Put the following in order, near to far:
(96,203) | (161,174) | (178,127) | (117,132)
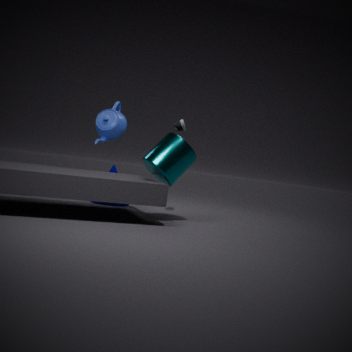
(161,174), (178,127), (117,132), (96,203)
